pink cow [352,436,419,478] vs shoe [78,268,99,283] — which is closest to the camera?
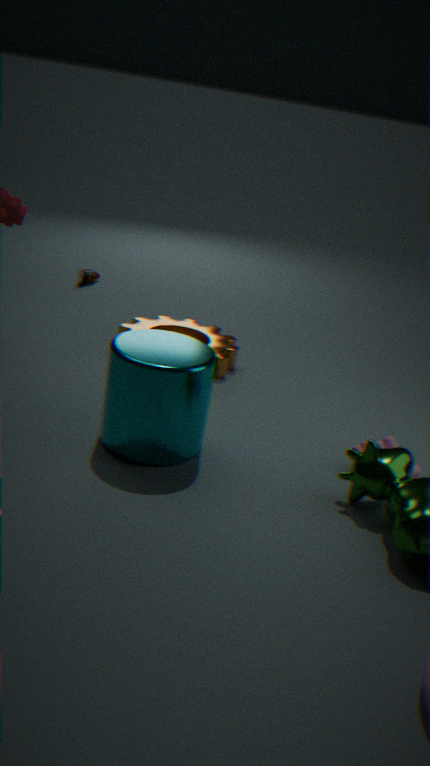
pink cow [352,436,419,478]
